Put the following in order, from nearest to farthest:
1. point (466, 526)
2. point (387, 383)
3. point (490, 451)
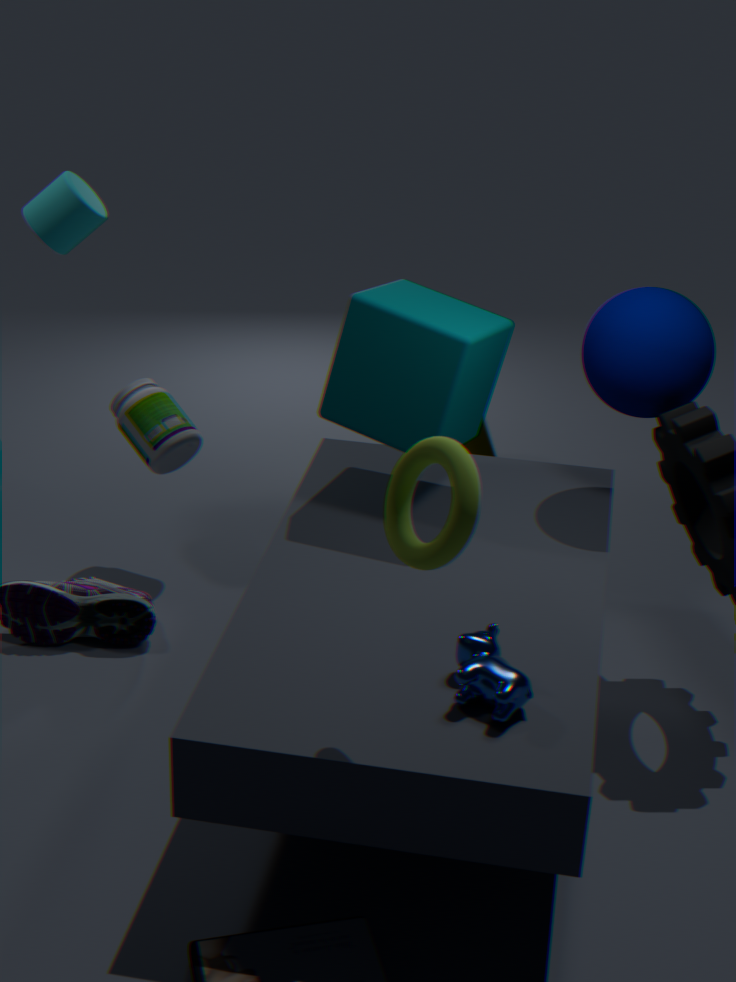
point (466, 526)
point (387, 383)
point (490, 451)
